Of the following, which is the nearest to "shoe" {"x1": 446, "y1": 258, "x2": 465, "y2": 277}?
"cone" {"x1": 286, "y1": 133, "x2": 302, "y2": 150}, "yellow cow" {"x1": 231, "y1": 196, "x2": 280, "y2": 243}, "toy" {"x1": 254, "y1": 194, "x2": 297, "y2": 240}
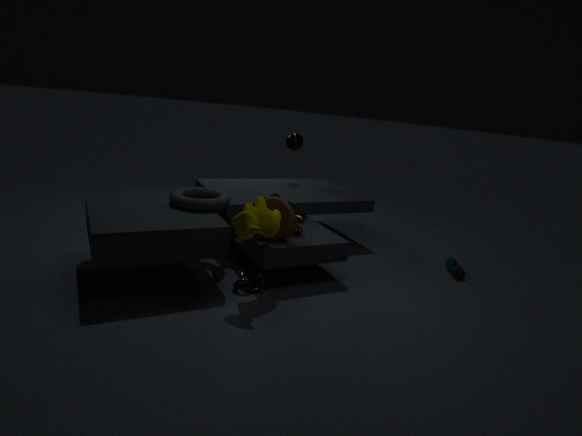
"toy" {"x1": 254, "y1": 194, "x2": 297, "y2": 240}
